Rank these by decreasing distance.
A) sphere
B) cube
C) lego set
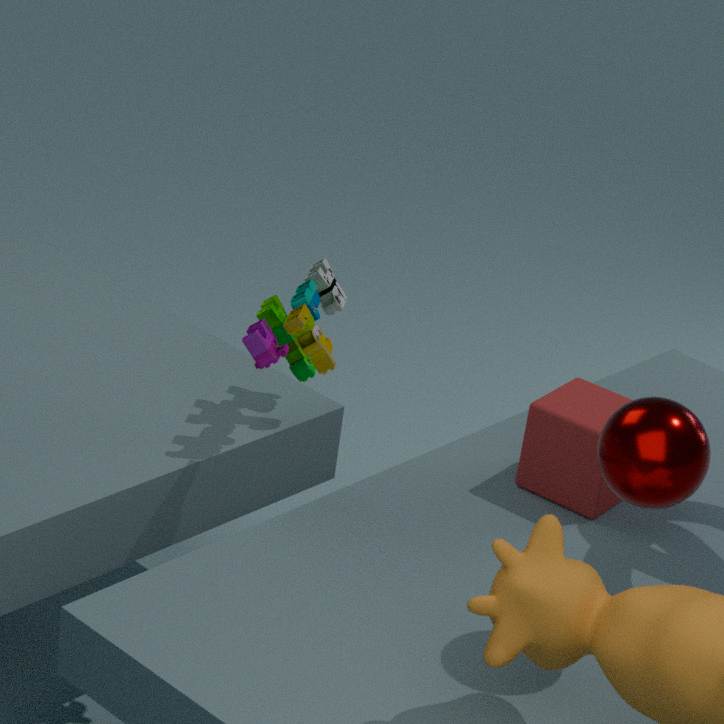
cube, lego set, sphere
